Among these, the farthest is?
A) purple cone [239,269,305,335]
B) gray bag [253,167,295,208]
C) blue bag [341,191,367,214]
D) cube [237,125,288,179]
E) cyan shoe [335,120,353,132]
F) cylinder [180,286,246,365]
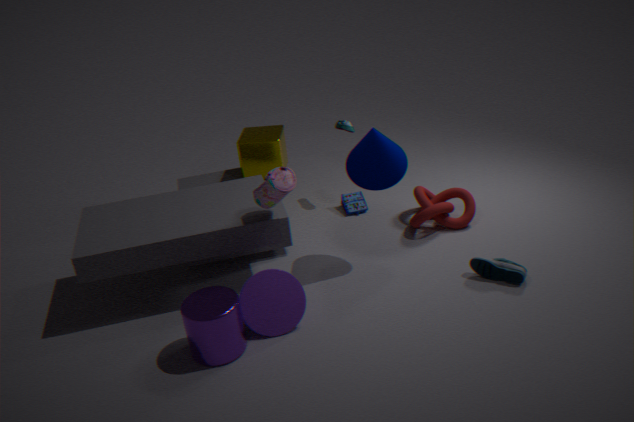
blue bag [341,191,367,214]
